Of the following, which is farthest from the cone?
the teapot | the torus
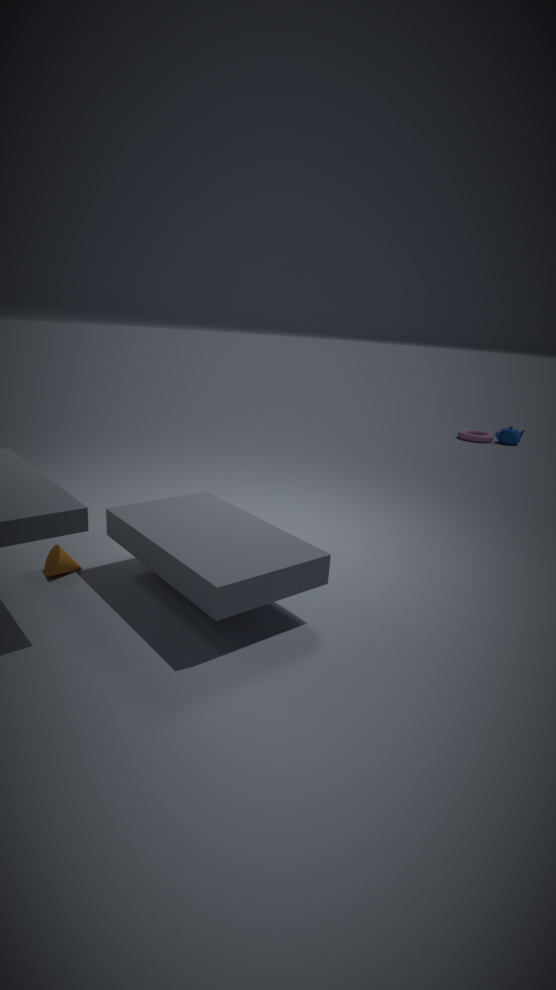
the teapot
